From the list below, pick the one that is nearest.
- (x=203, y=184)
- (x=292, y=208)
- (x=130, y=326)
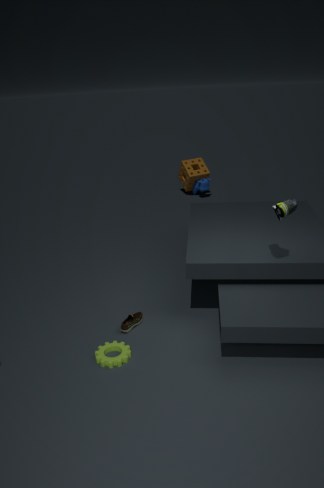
(x=292, y=208)
